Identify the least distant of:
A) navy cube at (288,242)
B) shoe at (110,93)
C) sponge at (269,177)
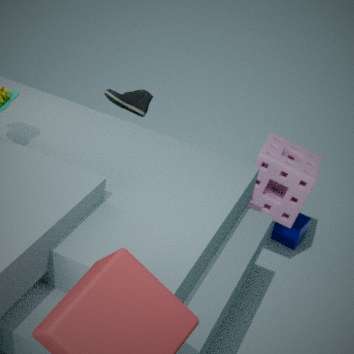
sponge at (269,177)
